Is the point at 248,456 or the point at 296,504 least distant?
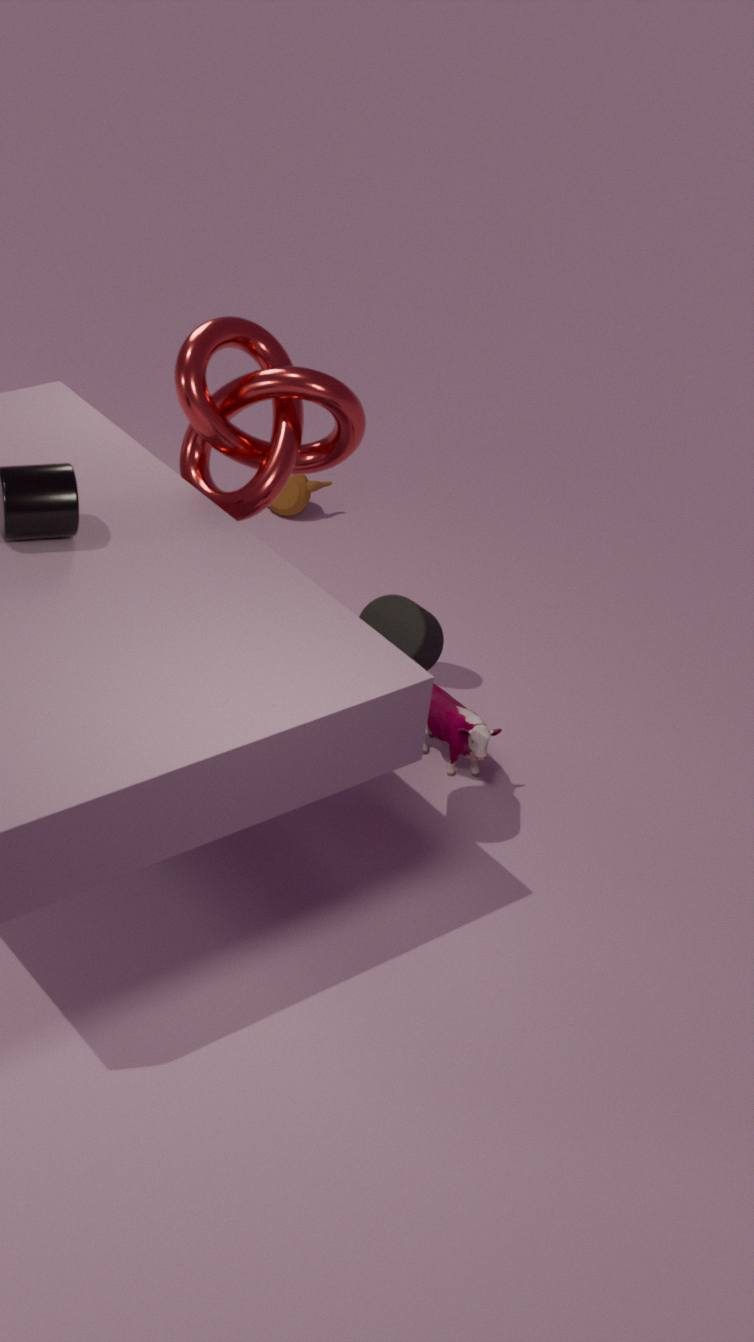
the point at 248,456
